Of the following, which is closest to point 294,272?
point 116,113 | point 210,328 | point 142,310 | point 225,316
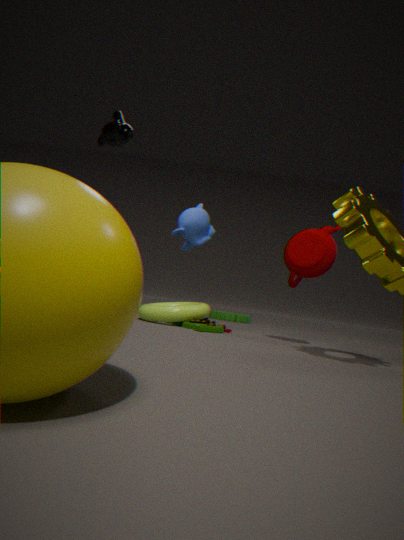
point 210,328
